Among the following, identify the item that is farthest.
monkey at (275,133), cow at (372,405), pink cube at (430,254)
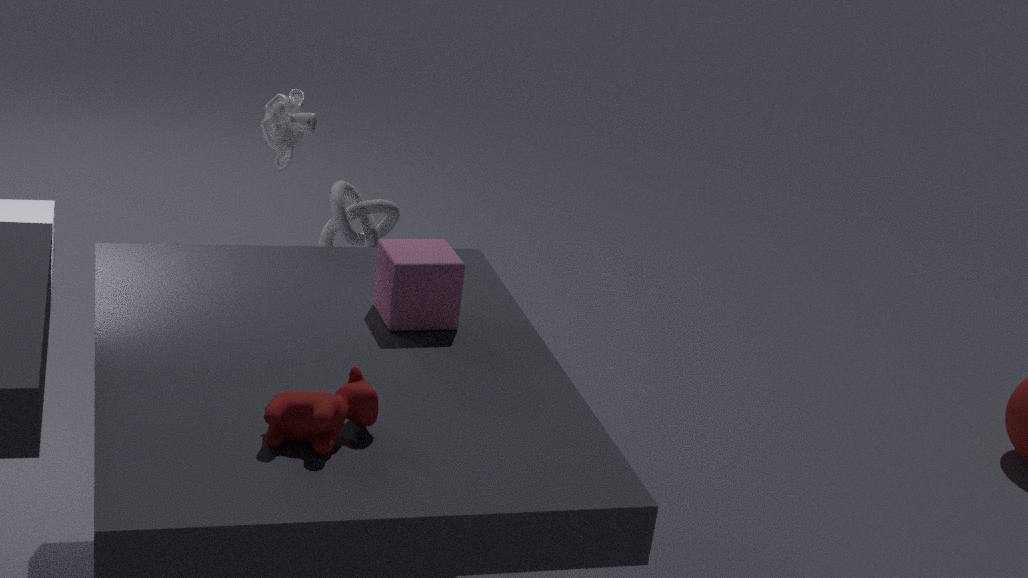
monkey at (275,133)
